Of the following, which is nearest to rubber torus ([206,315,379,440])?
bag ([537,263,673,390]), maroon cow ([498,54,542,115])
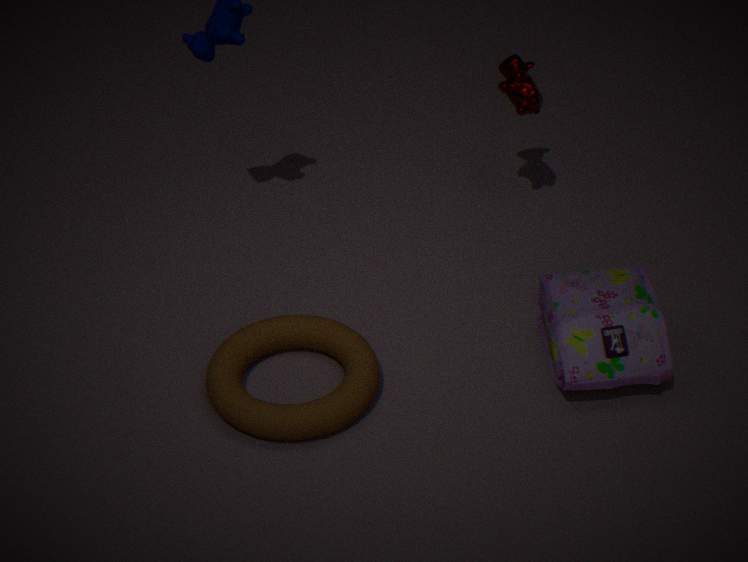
bag ([537,263,673,390])
